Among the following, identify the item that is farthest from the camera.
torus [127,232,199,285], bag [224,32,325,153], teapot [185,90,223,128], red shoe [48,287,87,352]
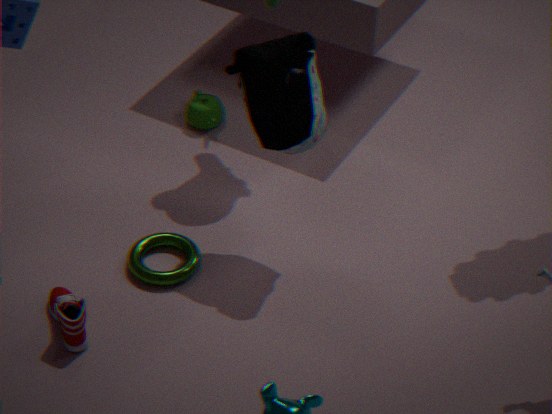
teapot [185,90,223,128]
